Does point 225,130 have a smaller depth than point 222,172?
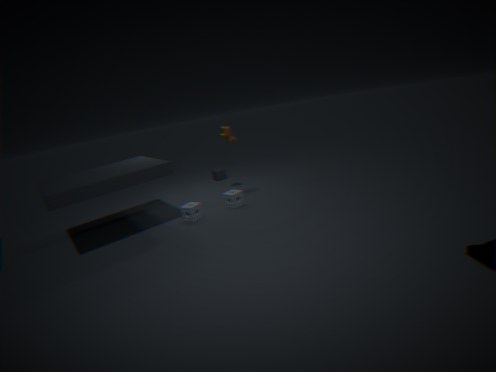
Yes
